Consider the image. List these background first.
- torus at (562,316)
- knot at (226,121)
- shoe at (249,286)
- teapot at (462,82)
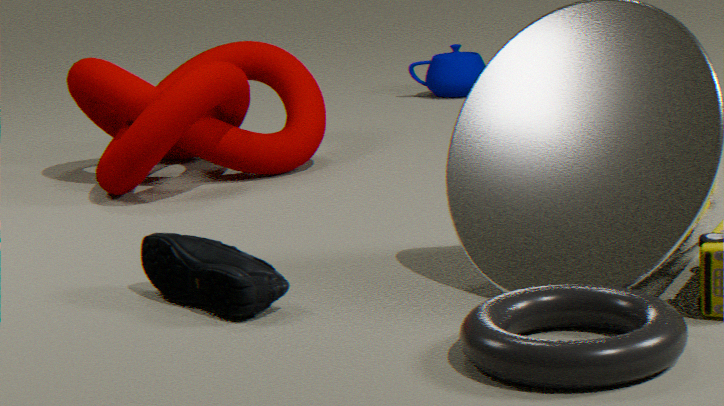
teapot at (462,82) → knot at (226,121) → shoe at (249,286) → torus at (562,316)
